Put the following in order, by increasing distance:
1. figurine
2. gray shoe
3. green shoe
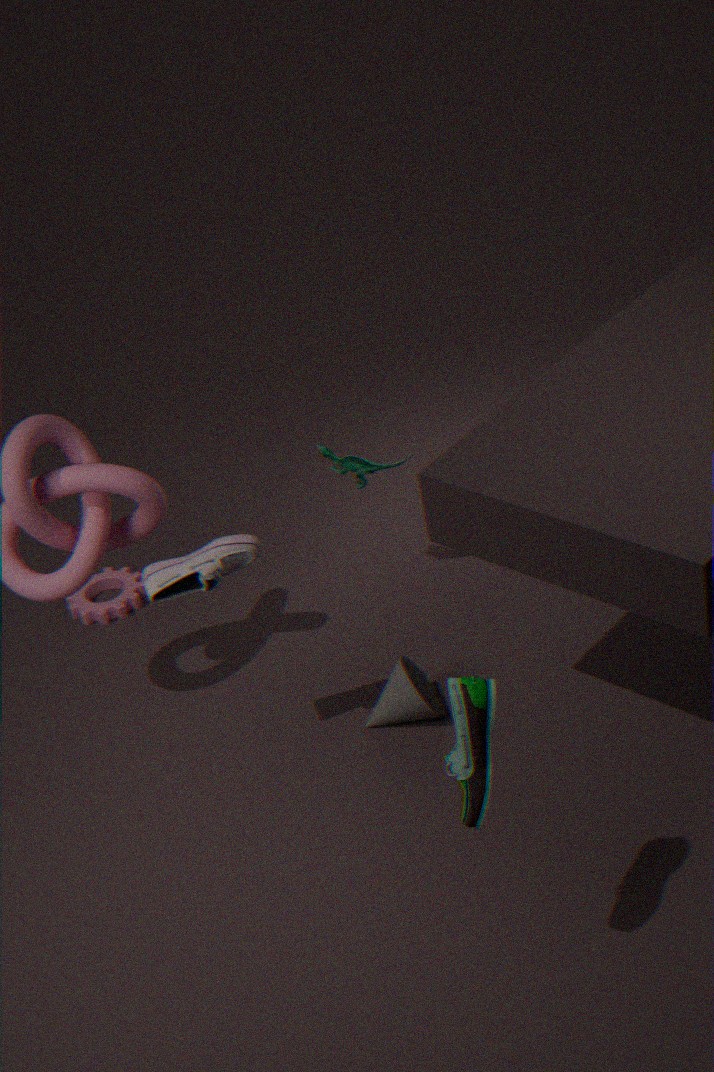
green shoe
gray shoe
figurine
